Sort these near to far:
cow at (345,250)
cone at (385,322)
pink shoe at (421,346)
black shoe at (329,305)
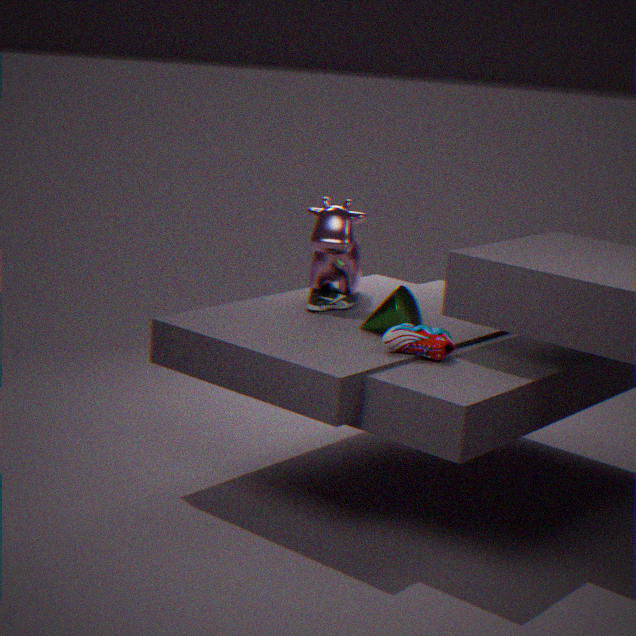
pink shoe at (421,346) < cone at (385,322) < black shoe at (329,305) < cow at (345,250)
